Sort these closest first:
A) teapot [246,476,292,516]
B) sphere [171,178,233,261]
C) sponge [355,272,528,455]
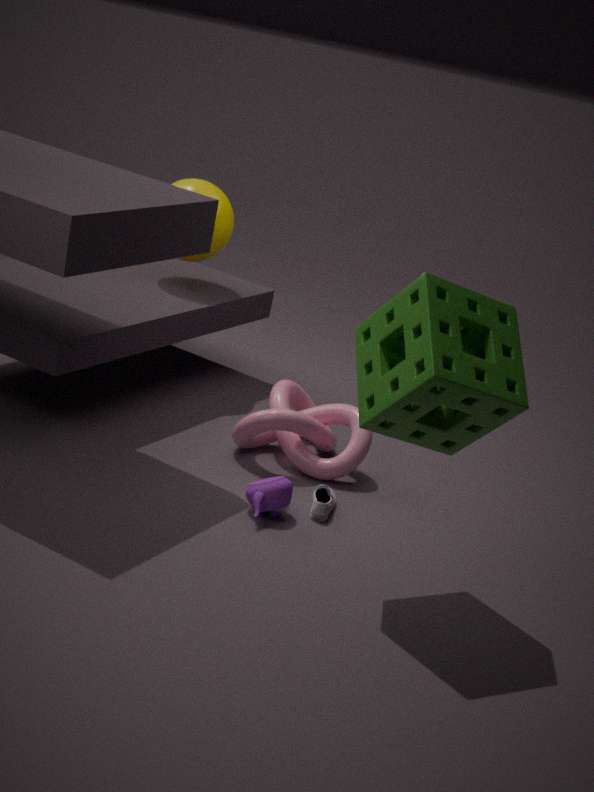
1. sponge [355,272,528,455]
2. teapot [246,476,292,516]
3. sphere [171,178,233,261]
